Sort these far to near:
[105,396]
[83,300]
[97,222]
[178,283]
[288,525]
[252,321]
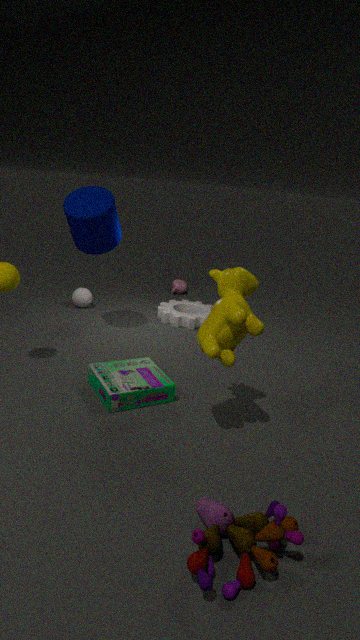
1. [178,283]
2. [83,300]
3. [97,222]
4. [105,396]
5. [252,321]
6. [288,525]
